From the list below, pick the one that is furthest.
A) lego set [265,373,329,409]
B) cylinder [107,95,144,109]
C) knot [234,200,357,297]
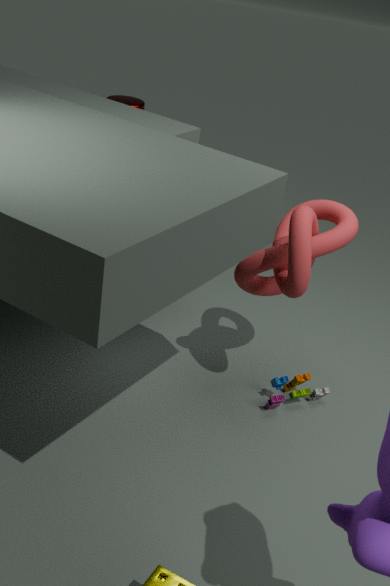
cylinder [107,95,144,109]
